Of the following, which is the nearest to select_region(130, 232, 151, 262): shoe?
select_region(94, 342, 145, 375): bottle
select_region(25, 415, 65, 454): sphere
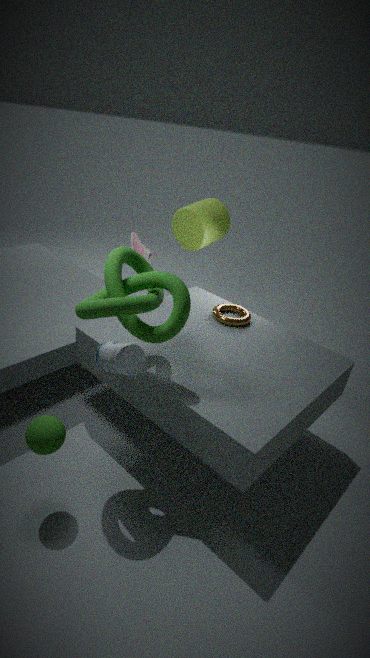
select_region(94, 342, 145, 375): bottle
